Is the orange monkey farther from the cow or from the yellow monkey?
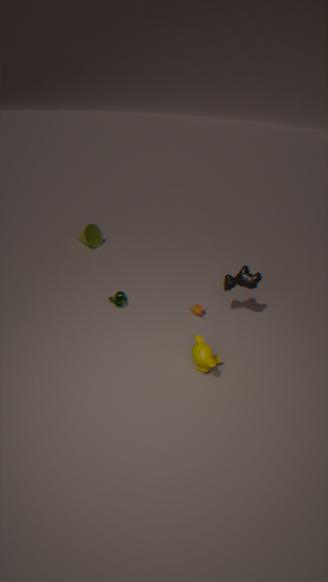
the yellow monkey
